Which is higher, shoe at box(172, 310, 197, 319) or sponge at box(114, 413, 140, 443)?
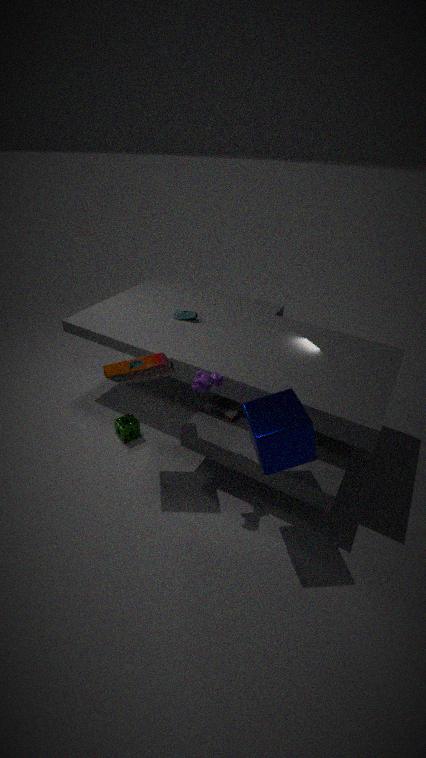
shoe at box(172, 310, 197, 319)
